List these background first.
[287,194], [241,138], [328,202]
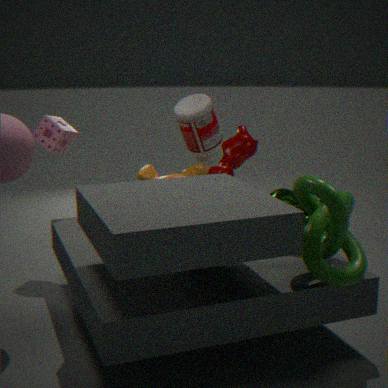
[241,138] → [287,194] → [328,202]
